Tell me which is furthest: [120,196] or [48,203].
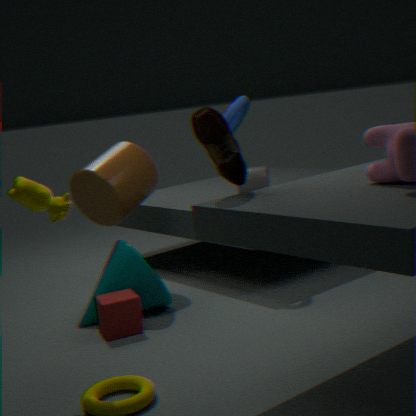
[120,196]
